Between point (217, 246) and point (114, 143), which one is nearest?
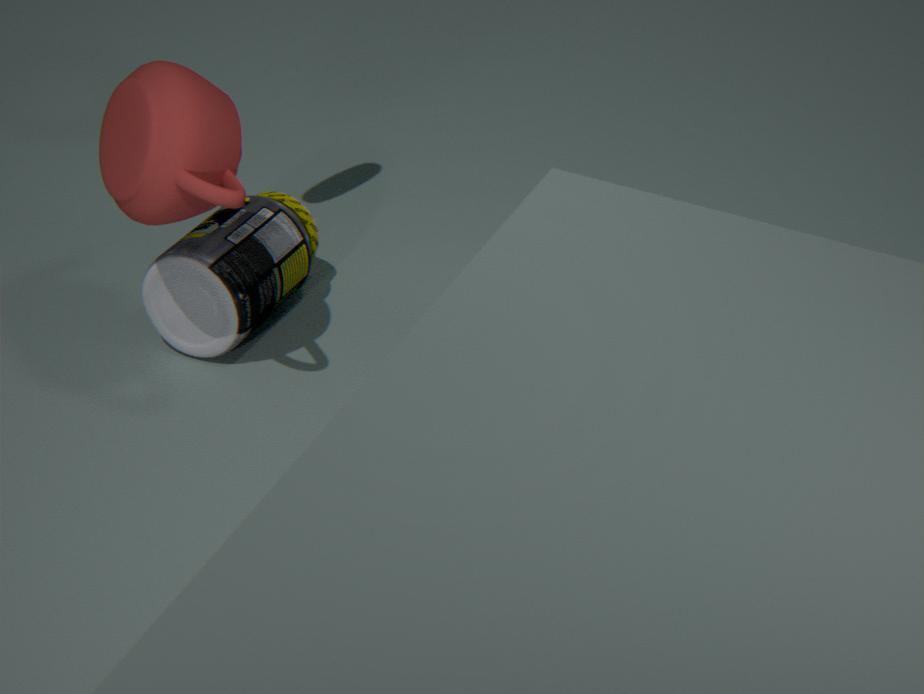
point (114, 143)
